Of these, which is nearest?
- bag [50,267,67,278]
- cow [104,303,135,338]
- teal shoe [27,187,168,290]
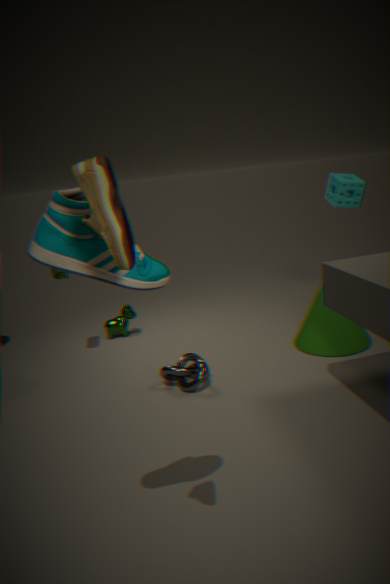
teal shoe [27,187,168,290]
